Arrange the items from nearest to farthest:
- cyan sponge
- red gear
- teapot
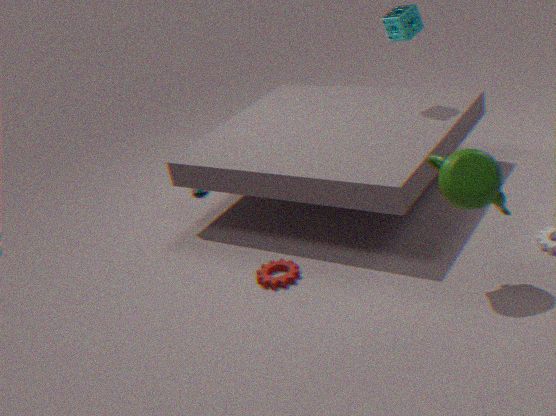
teapot → red gear → cyan sponge
